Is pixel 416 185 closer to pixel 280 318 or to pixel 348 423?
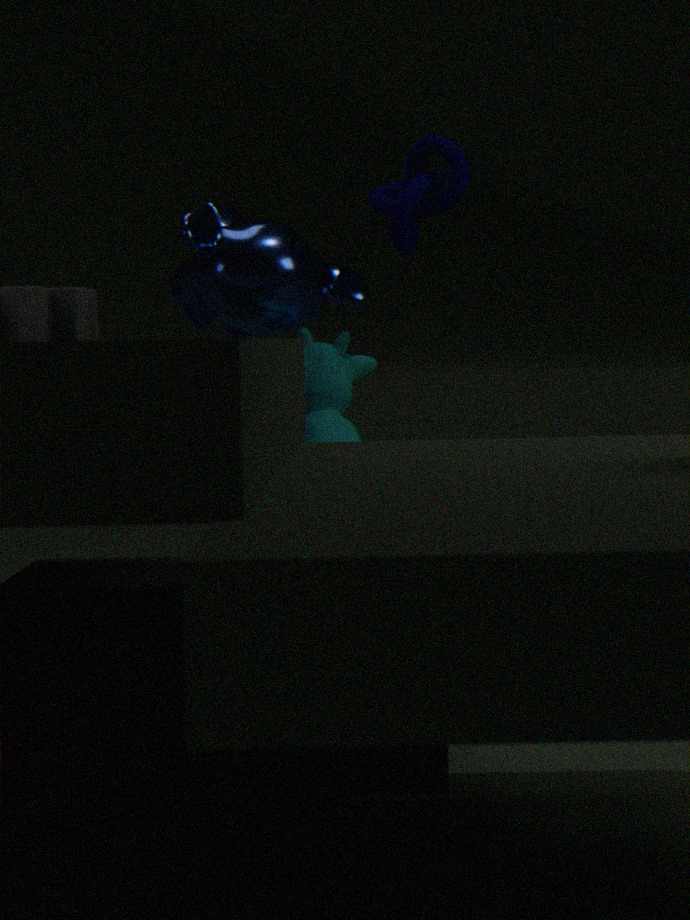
pixel 280 318
